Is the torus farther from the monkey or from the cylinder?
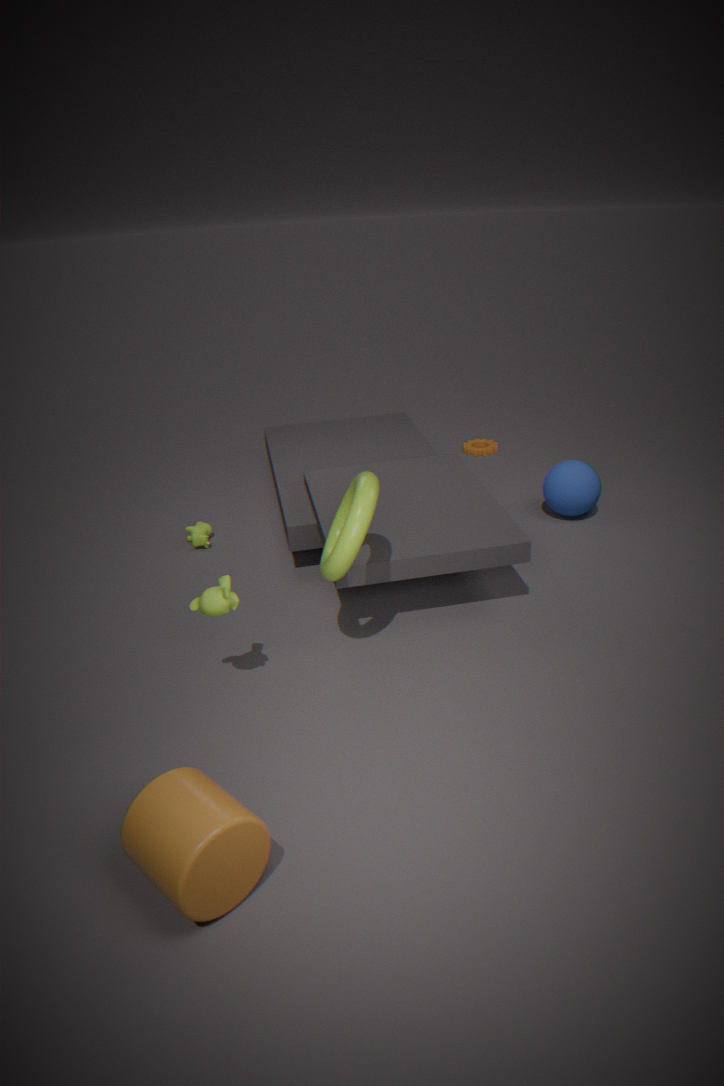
the cylinder
